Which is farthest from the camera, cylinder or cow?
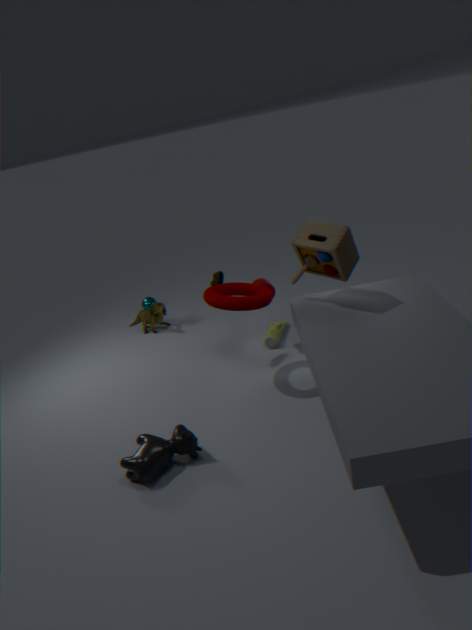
cylinder
